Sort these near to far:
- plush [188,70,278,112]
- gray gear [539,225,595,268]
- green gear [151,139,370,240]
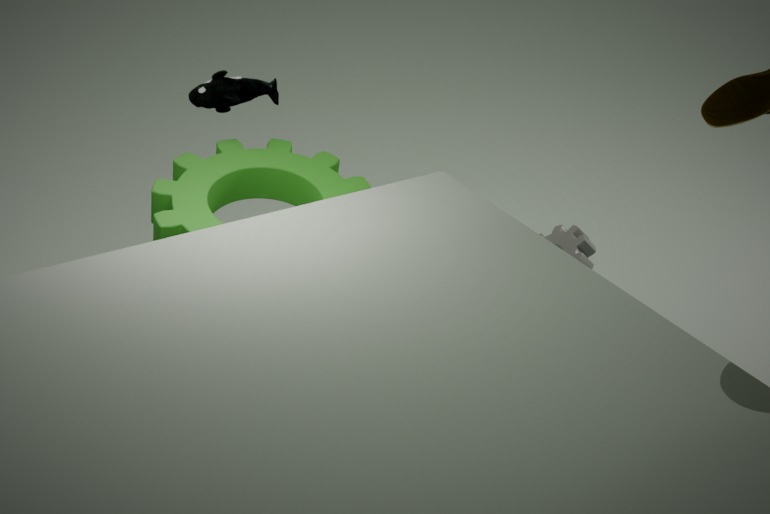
green gear [151,139,370,240]
gray gear [539,225,595,268]
plush [188,70,278,112]
